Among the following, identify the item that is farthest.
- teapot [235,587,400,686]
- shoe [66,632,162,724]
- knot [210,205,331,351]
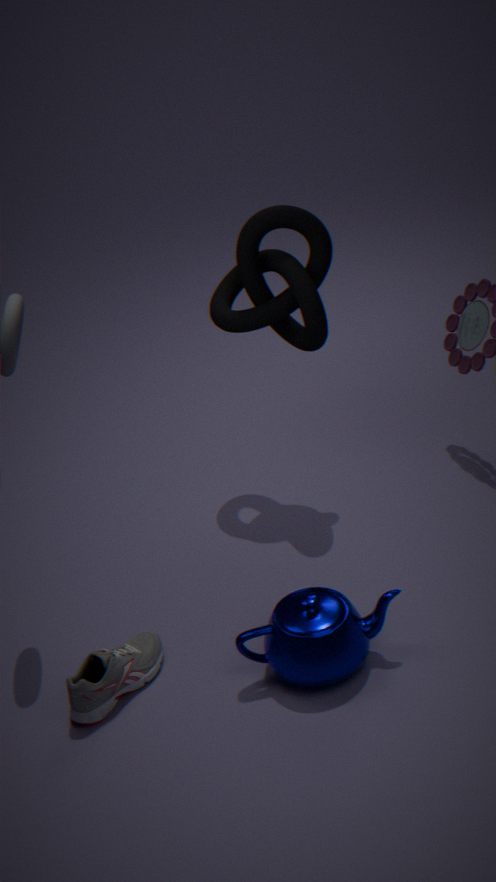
knot [210,205,331,351]
